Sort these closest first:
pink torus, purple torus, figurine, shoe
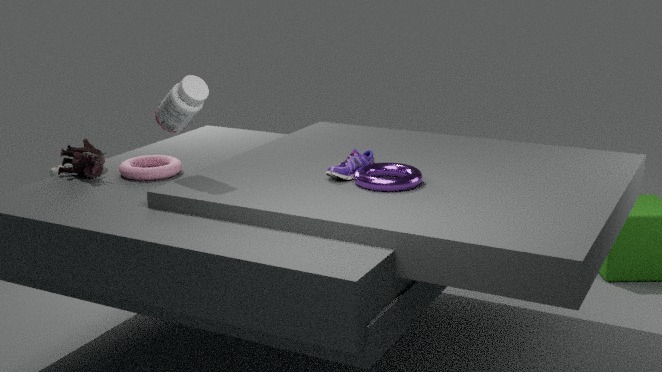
purple torus
shoe
figurine
pink torus
